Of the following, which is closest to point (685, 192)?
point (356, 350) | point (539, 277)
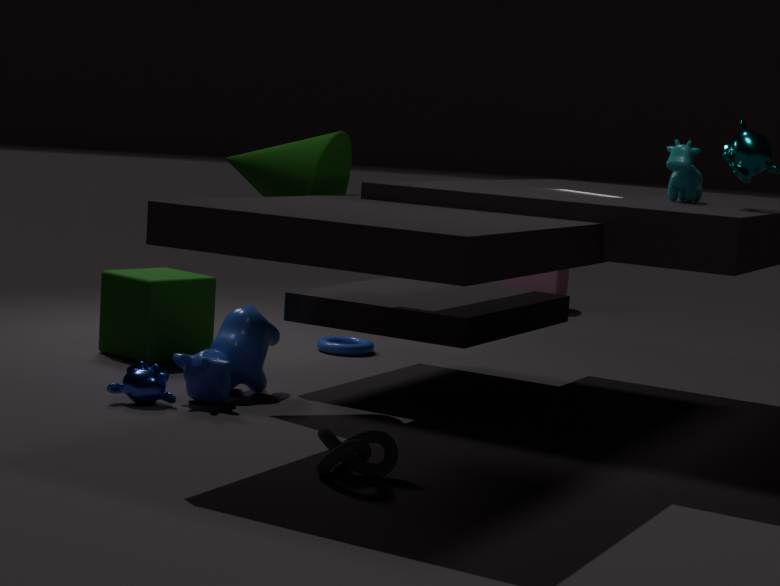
point (356, 350)
